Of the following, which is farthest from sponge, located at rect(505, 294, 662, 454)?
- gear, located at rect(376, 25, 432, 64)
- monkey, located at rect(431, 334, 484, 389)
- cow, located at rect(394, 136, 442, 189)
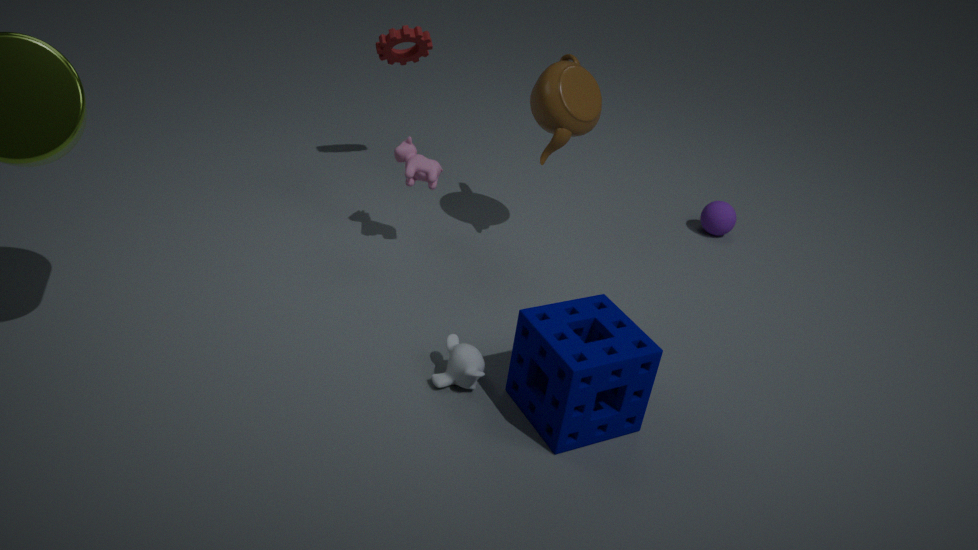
gear, located at rect(376, 25, 432, 64)
